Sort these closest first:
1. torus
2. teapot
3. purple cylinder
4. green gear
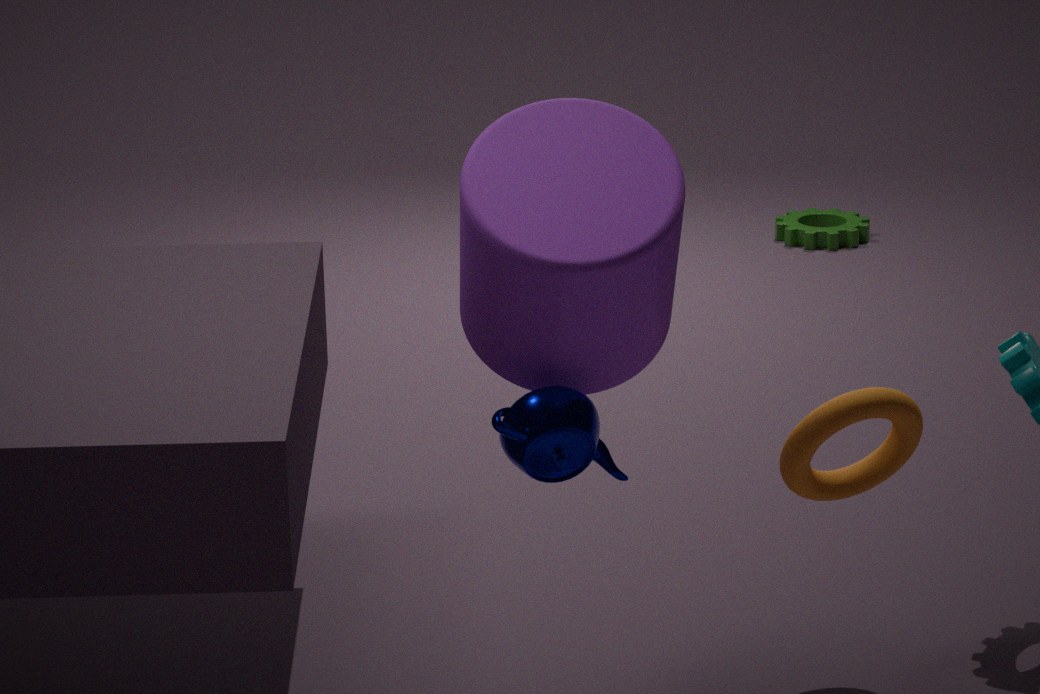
purple cylinder
teapot
torus
green gear
